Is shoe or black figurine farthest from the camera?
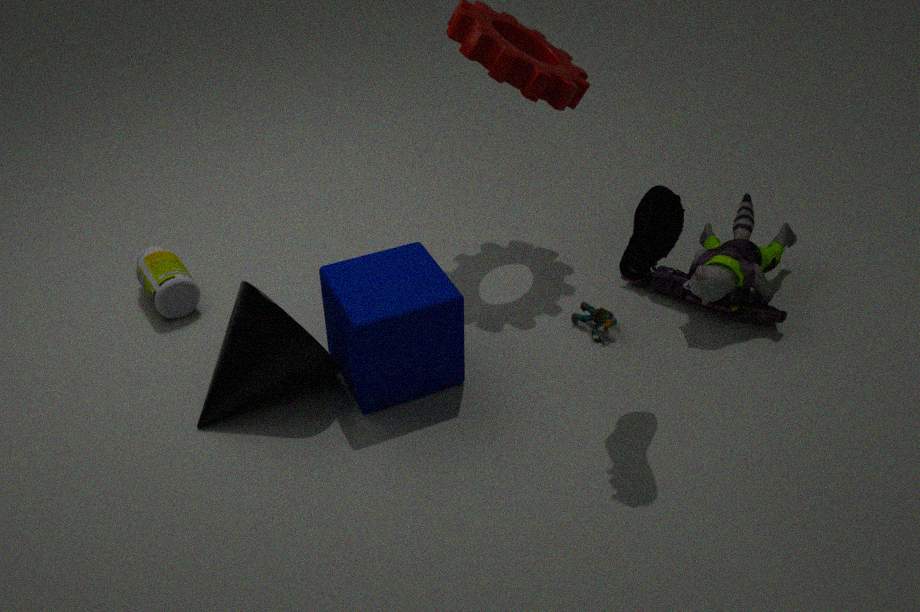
black figurine
